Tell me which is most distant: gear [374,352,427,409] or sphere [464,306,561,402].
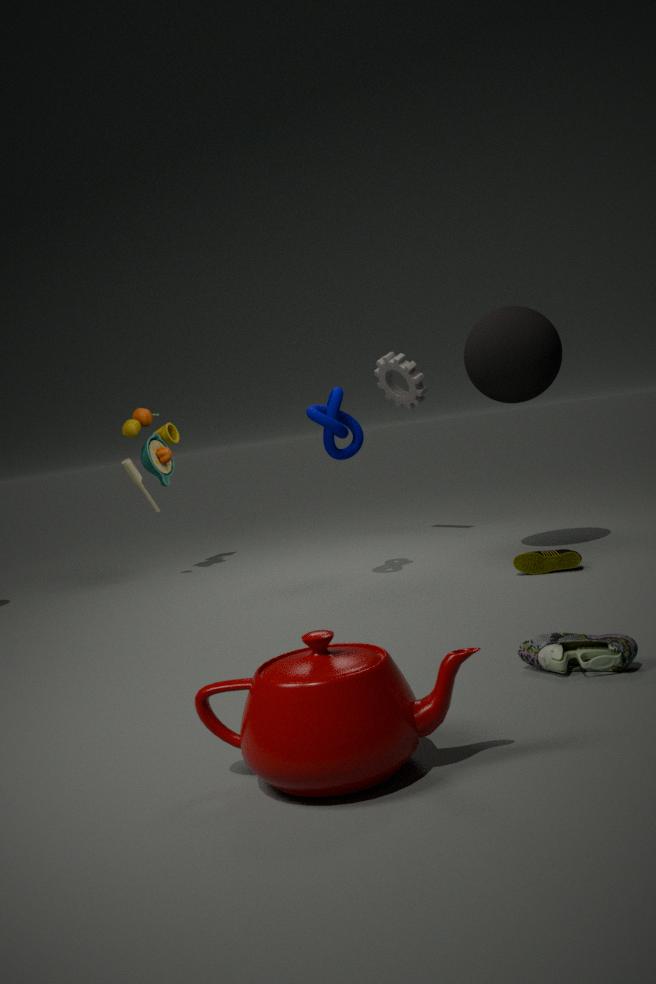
gear [374,352,427,409]
